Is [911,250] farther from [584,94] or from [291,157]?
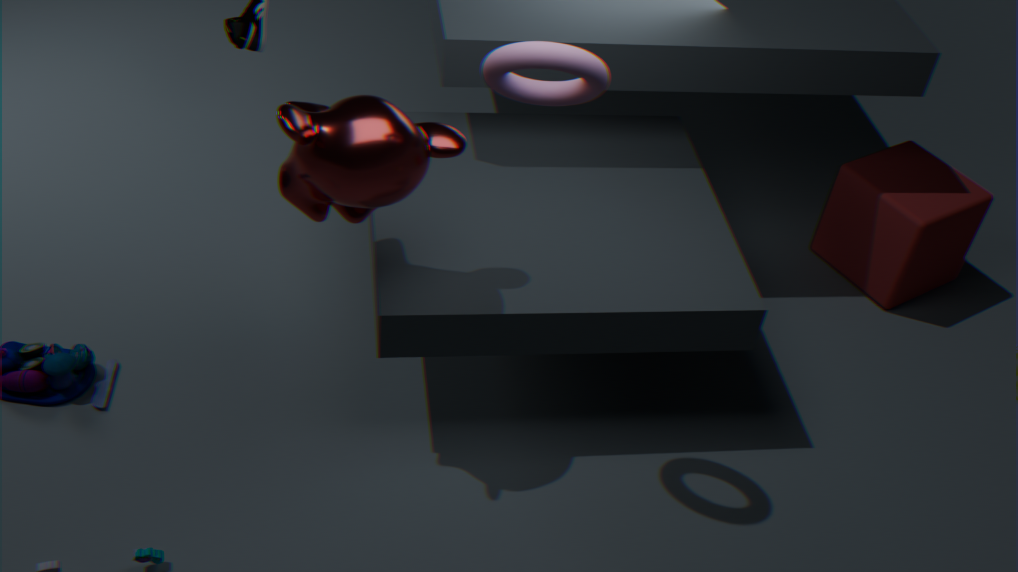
[291,157]
